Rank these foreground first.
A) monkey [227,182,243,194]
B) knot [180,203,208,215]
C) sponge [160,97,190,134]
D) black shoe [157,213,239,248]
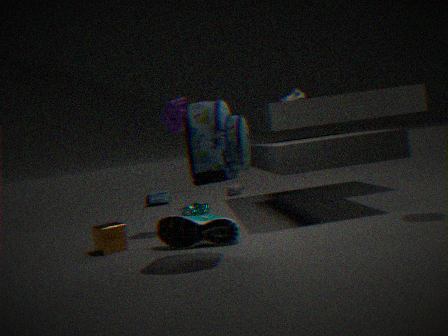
1. black shoe [157,213,239,248]
2. sponge [160,97,190,134]
3. knot [180,203,208,215]
4. monkey [227,182,243,194]
